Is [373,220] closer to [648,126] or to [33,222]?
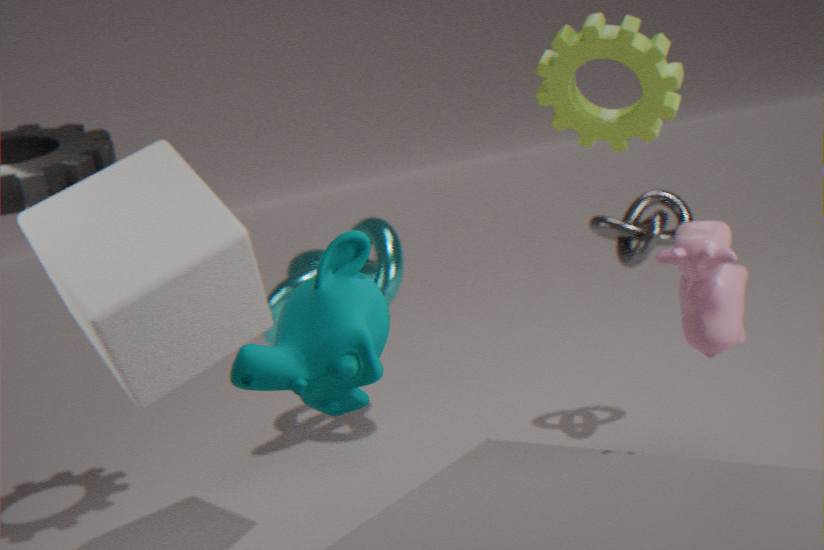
[33,222]
